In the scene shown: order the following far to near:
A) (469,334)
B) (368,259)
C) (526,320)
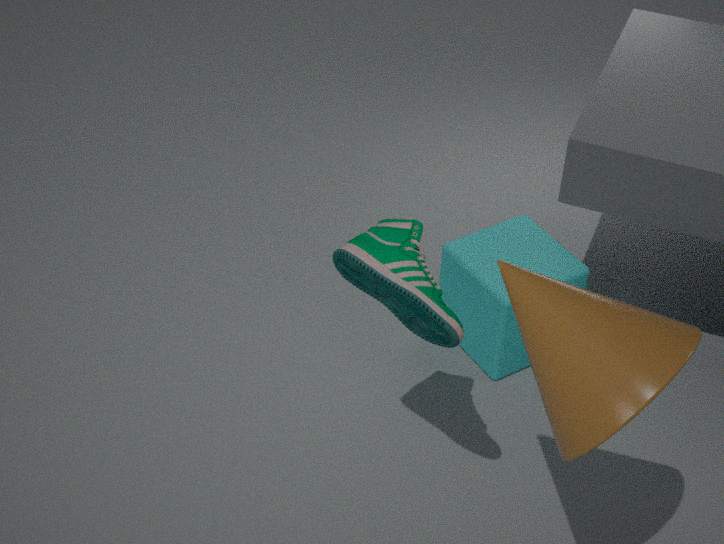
(469,334)
(368,259)
(526,320)
